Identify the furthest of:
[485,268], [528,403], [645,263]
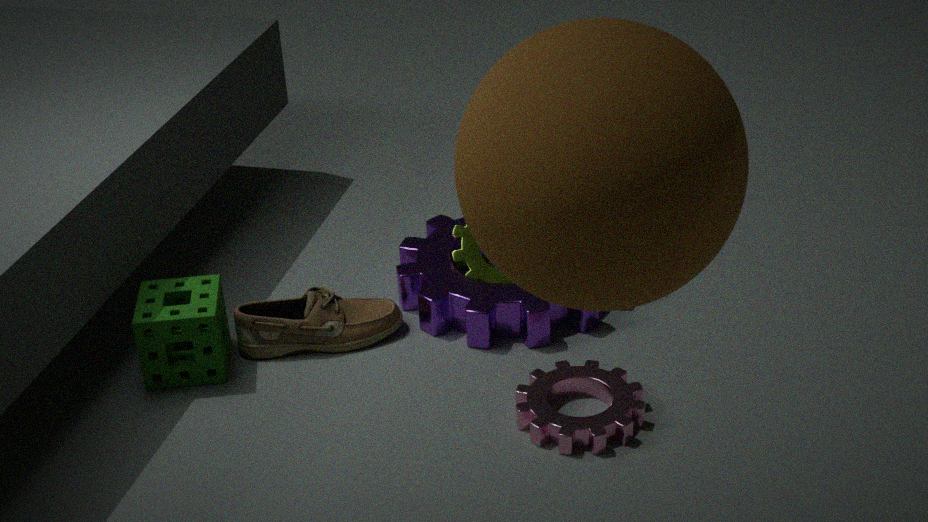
[485,268]
